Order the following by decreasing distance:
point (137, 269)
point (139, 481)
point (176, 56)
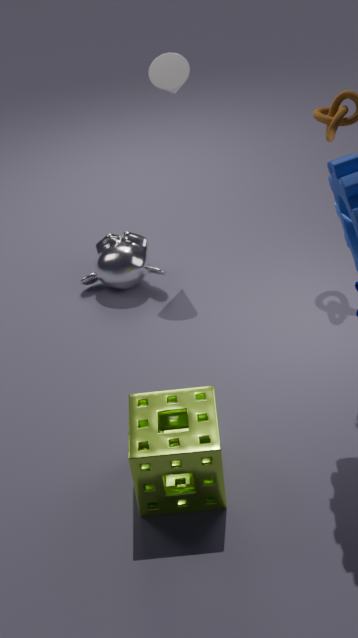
1. point (137, 269)
2. point (176, 56)
3. point (139, 481)
